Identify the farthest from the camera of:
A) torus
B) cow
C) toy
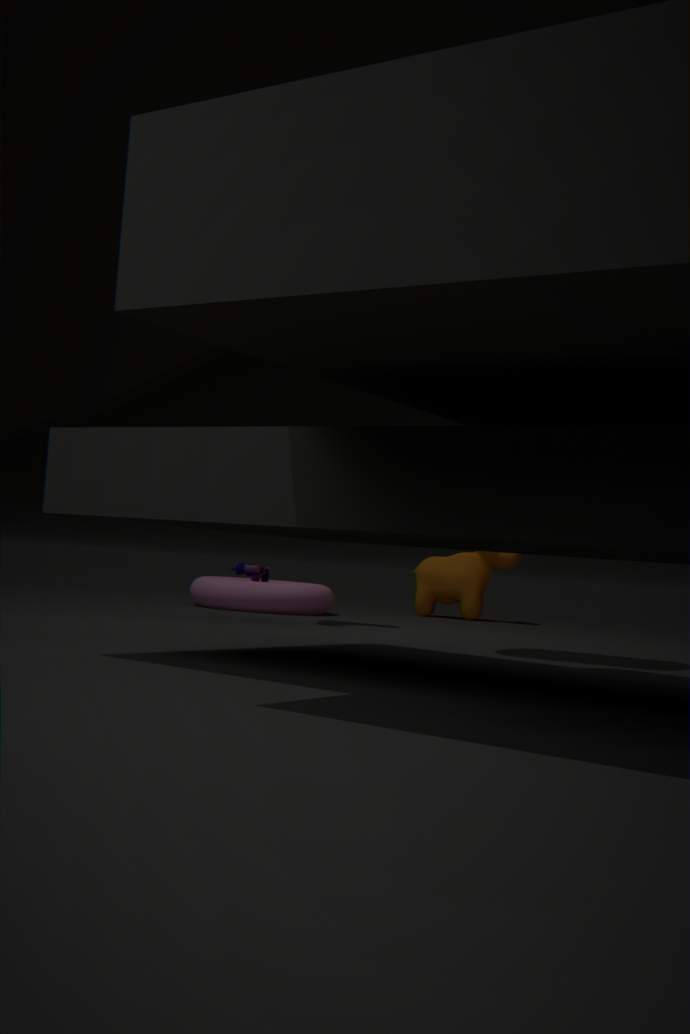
cow
